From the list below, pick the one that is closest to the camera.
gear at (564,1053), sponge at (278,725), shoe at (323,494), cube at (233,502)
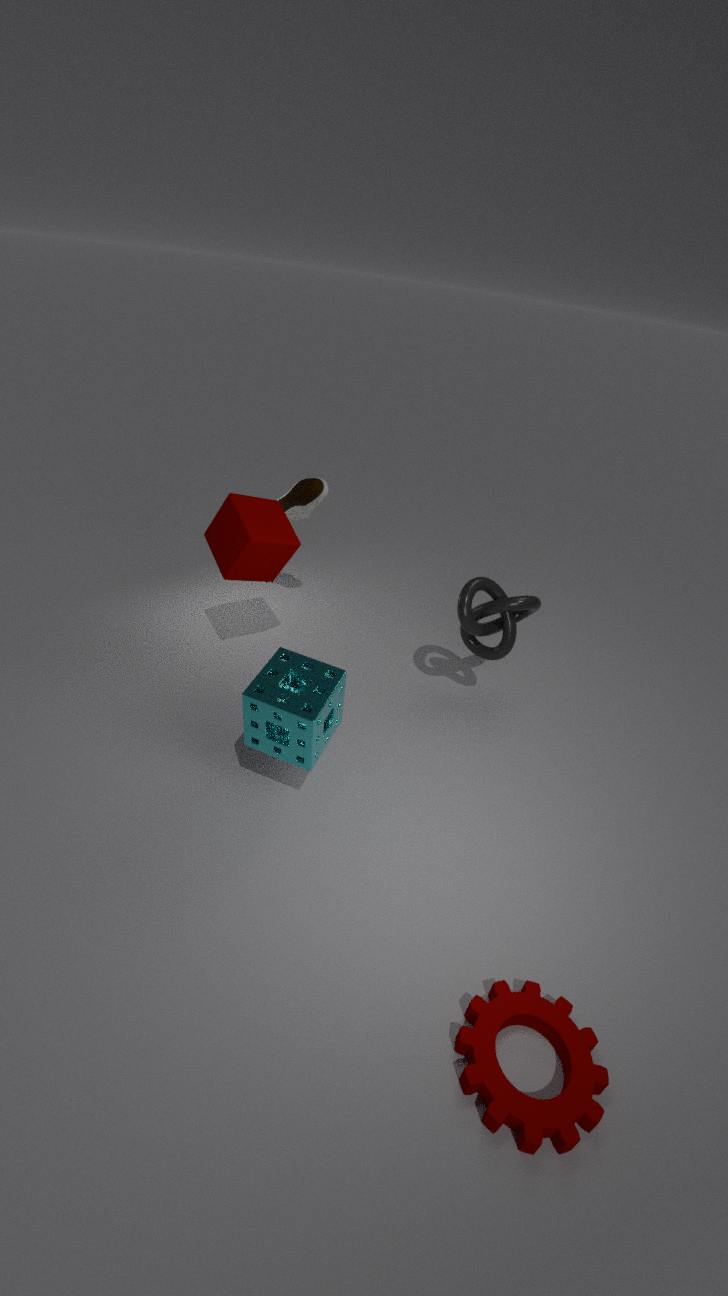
gear at (564,1053)
